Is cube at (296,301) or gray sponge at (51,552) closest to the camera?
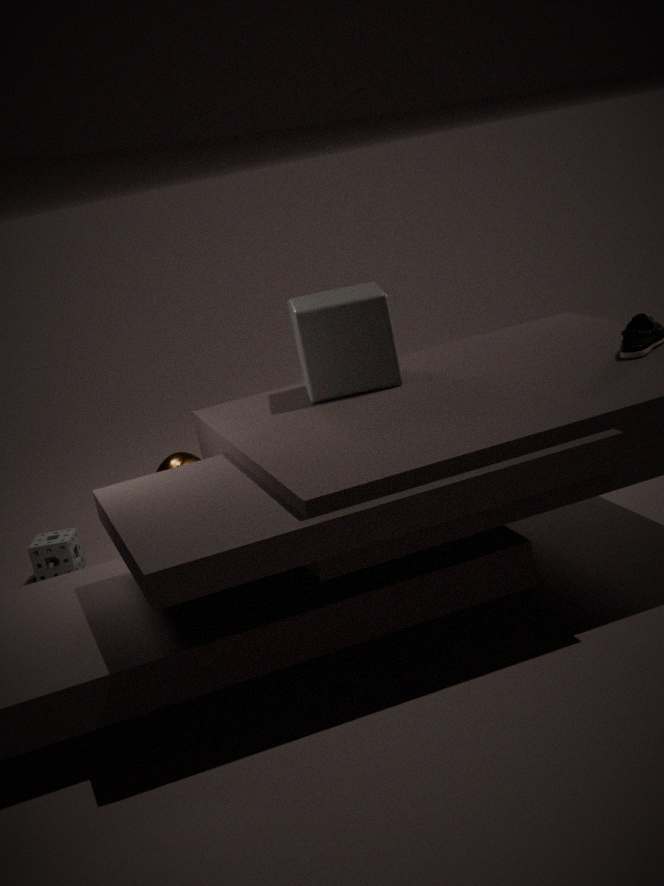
cube at (296,301)
